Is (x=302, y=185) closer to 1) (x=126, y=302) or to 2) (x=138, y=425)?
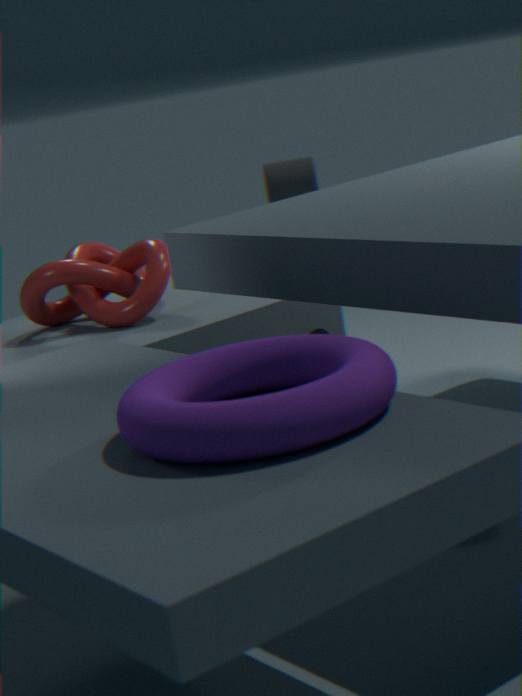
1) (x=126, y=302)
